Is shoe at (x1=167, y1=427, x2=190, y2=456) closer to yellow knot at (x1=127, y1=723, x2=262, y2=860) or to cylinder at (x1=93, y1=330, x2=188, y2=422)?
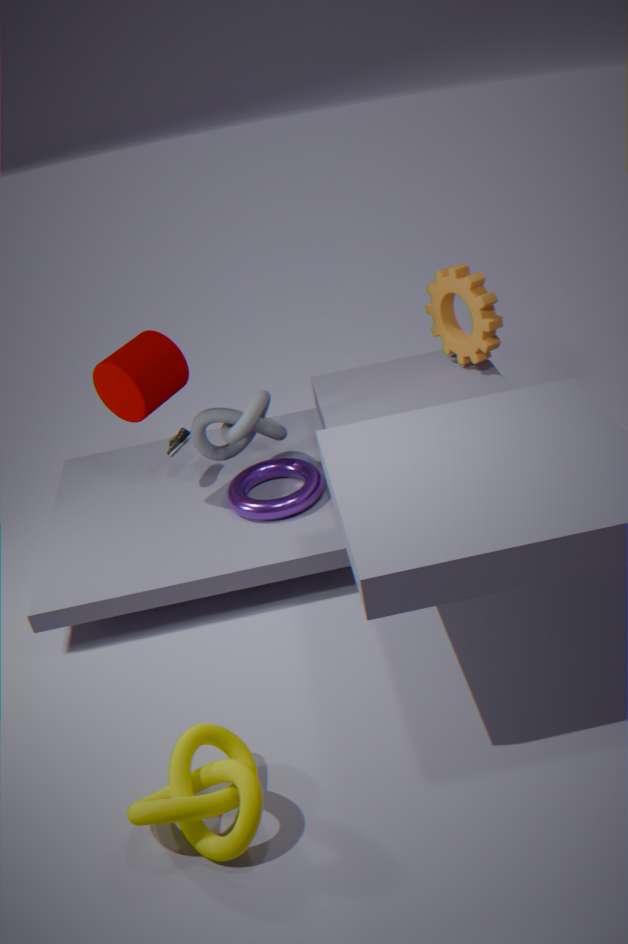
cylinder at (x1=93, y1=330, x2=188, y2=422)
